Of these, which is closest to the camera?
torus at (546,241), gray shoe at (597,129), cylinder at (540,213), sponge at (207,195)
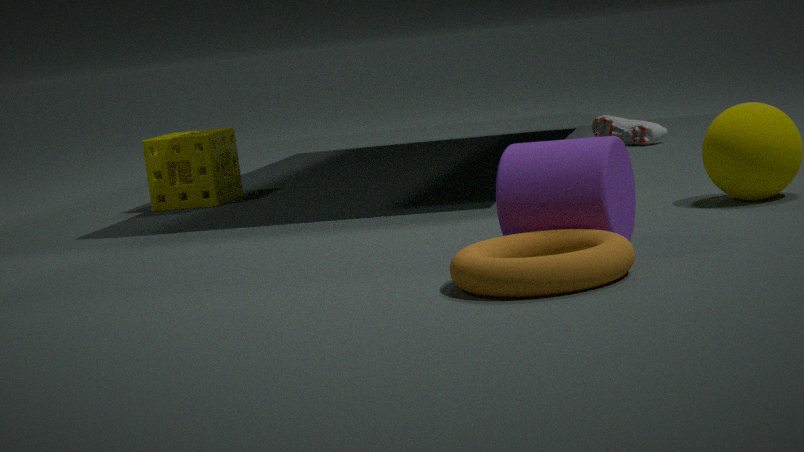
torus at (546,241)
